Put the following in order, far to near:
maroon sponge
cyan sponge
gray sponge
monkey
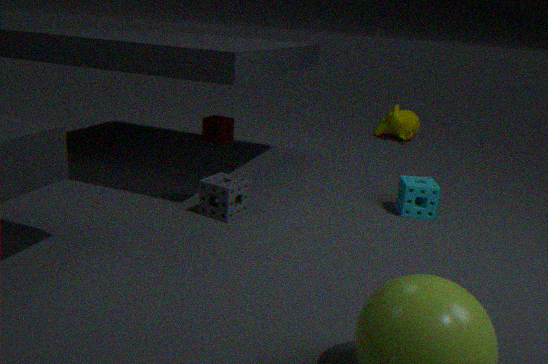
monkey, maroon sponge, cyan sponge, gray sponge
